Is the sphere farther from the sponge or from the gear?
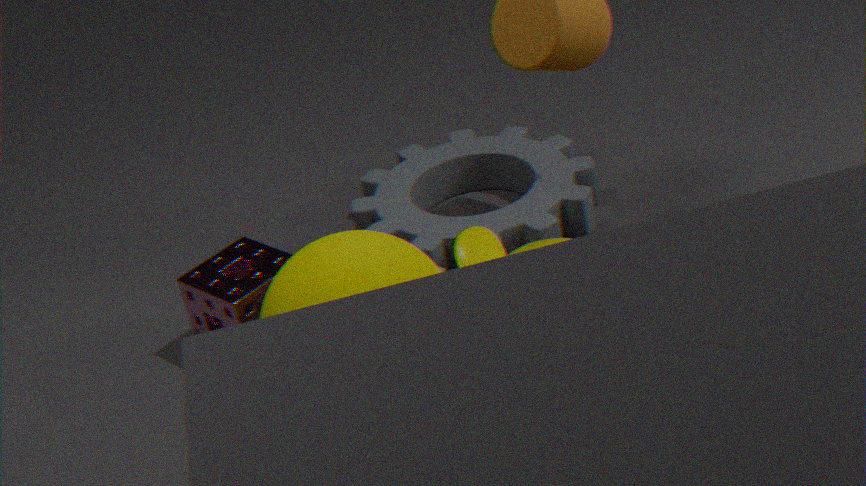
the gear
